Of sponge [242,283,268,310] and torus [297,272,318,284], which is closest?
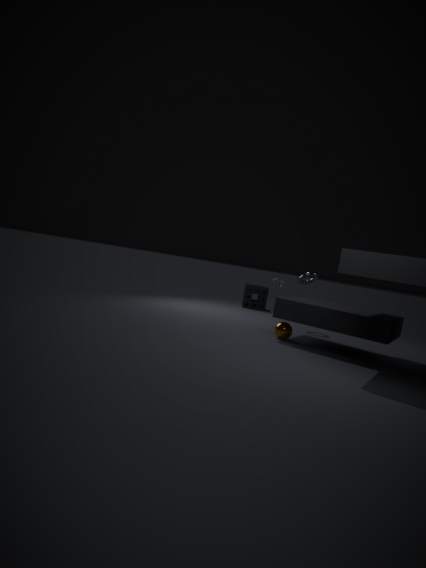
torus [297,272,318,284]
